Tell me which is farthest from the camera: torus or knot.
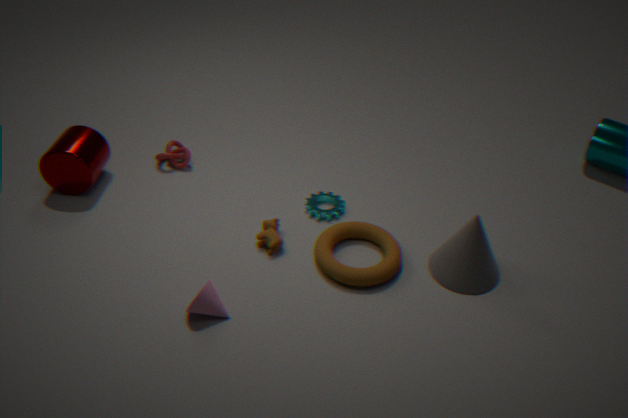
knot
